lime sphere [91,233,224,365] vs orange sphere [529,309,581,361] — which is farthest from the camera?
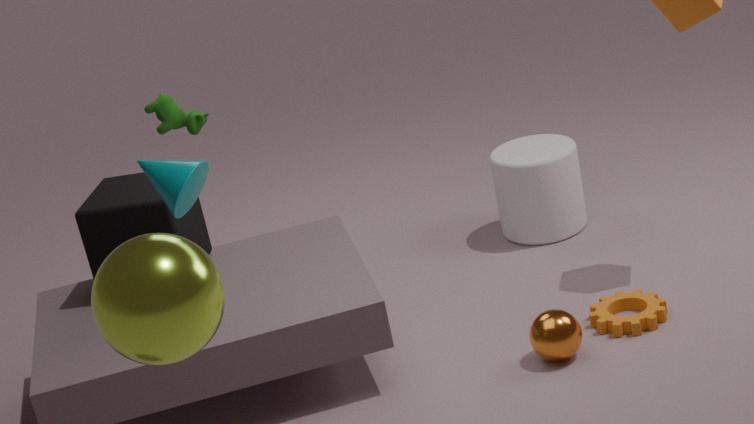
orange sphere [529,309,581,361]
